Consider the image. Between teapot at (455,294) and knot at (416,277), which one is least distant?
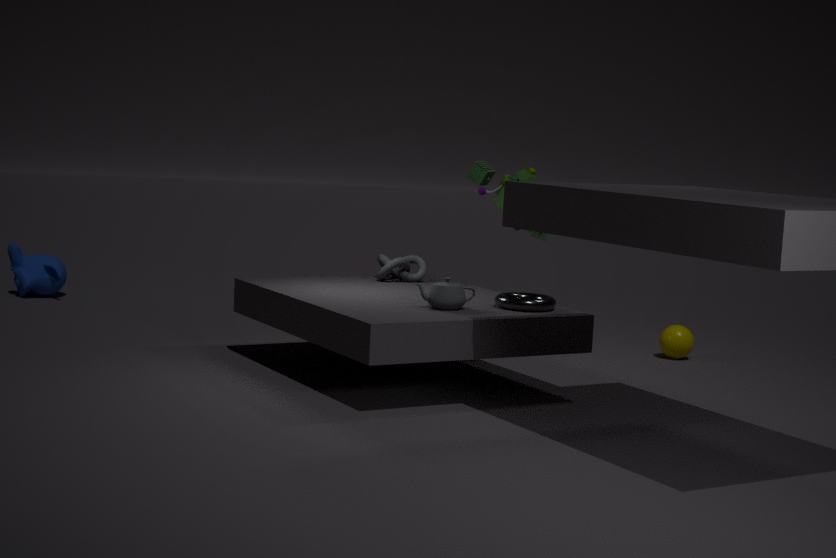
teapot at (455,294)
